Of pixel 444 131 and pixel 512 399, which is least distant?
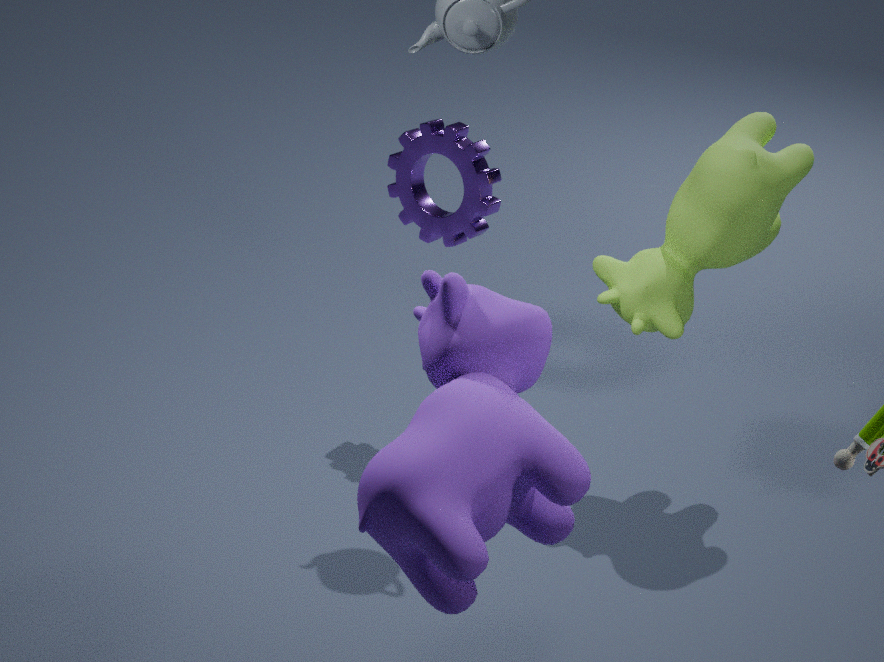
pixel 512 399
